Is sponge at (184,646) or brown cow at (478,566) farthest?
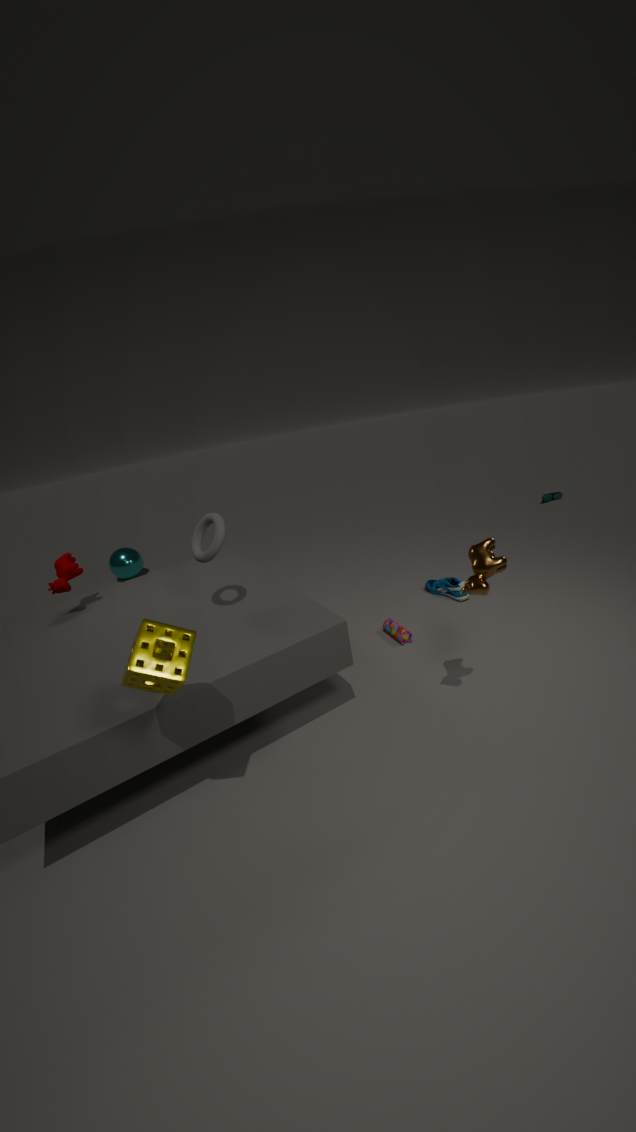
brown cow at (478,566)
